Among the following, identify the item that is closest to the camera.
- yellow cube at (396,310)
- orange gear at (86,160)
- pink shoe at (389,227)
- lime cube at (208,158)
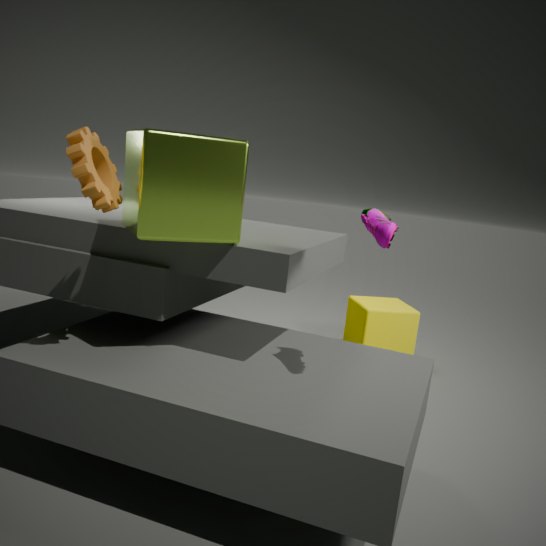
orange gear at (86,160)
